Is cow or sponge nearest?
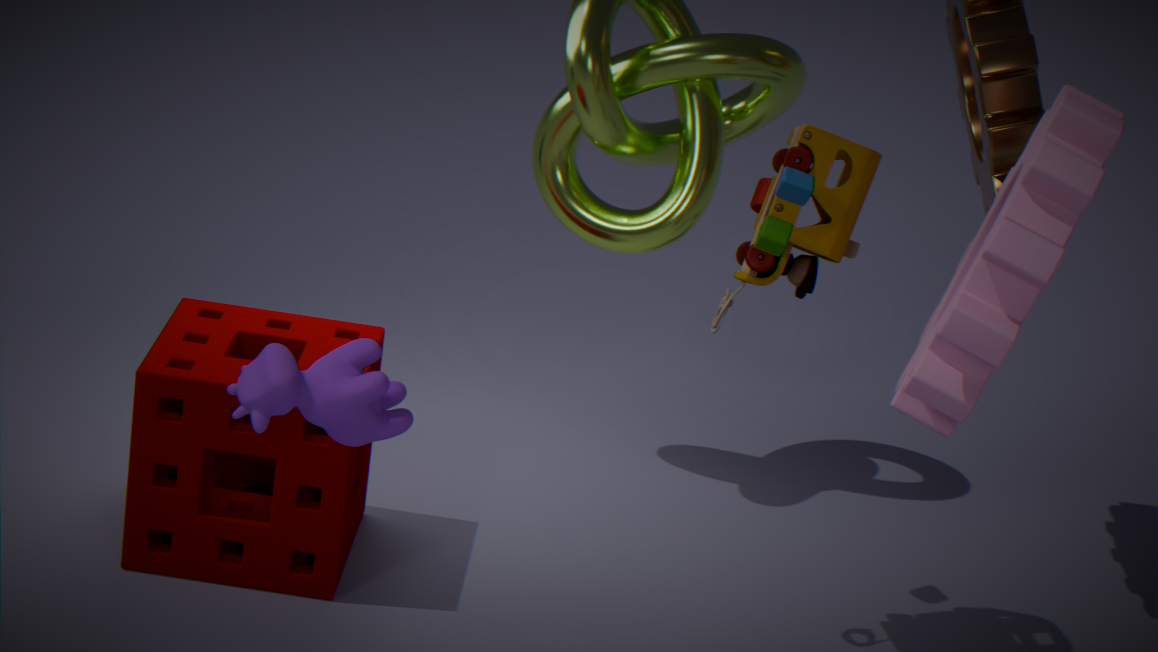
cow
